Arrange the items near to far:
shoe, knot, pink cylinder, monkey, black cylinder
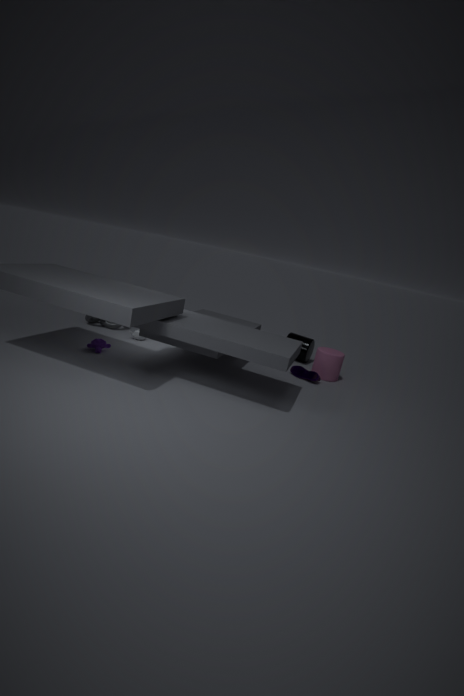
monkey
shoe
pink cylinder
knot
black cylinder
